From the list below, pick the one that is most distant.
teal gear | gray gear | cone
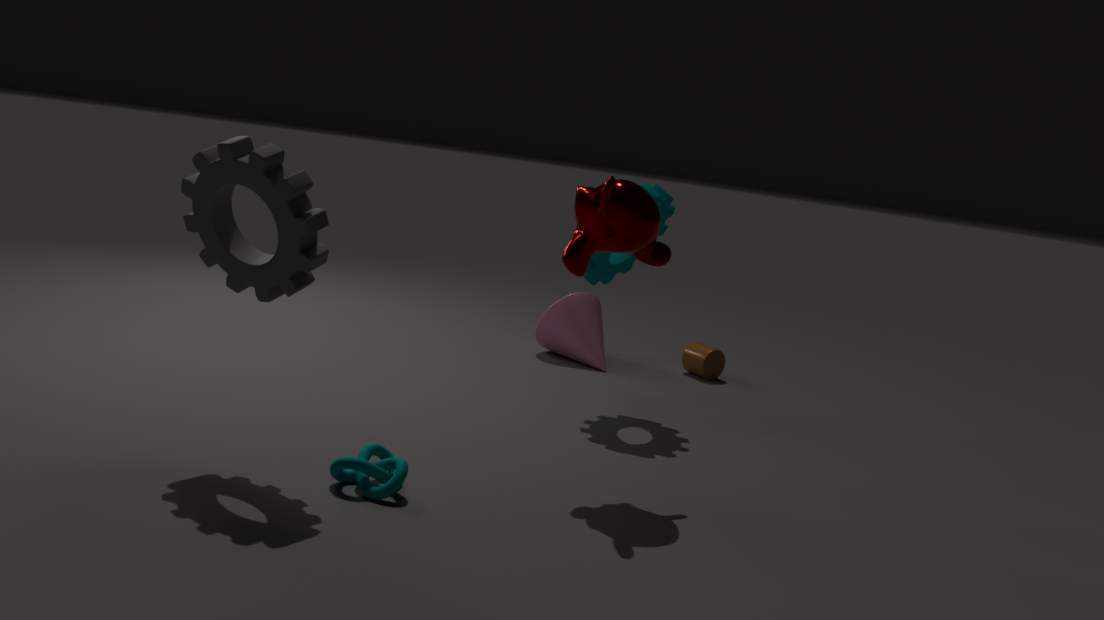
cone
